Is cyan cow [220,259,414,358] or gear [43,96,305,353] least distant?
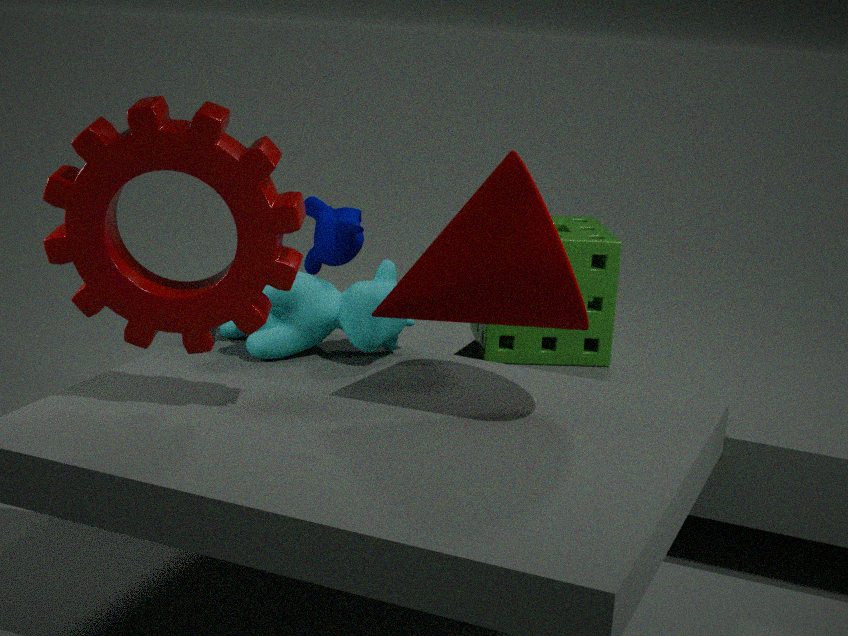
gear [43,96,305,353]
